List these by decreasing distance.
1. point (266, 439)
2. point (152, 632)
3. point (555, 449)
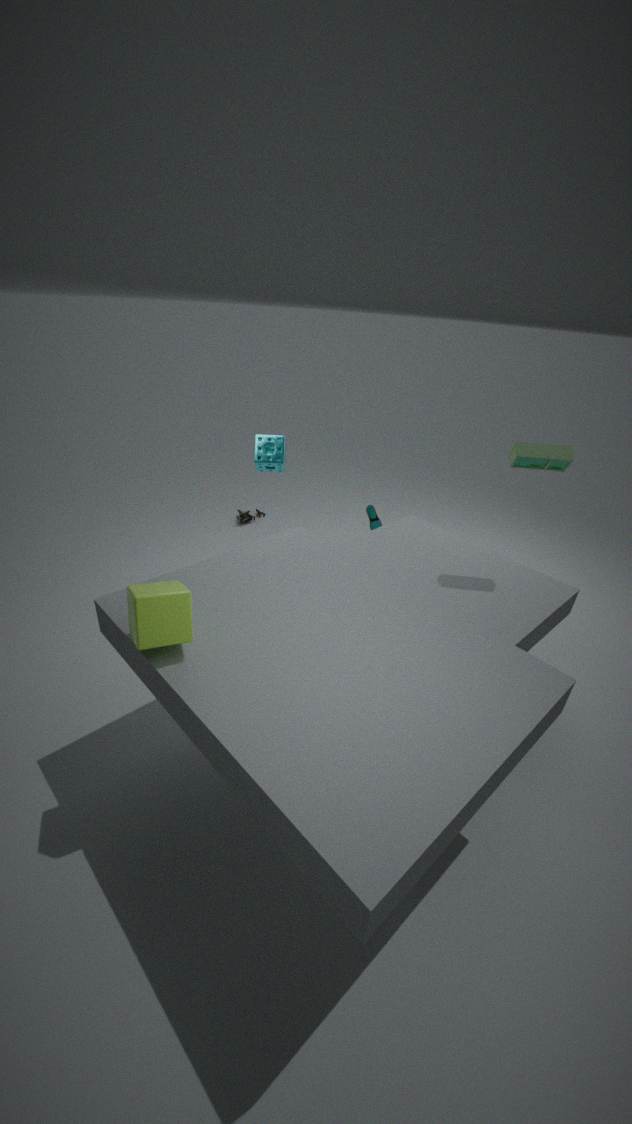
1. point (266, 439)
2. point (555, 449)
3. point (152, 632)
